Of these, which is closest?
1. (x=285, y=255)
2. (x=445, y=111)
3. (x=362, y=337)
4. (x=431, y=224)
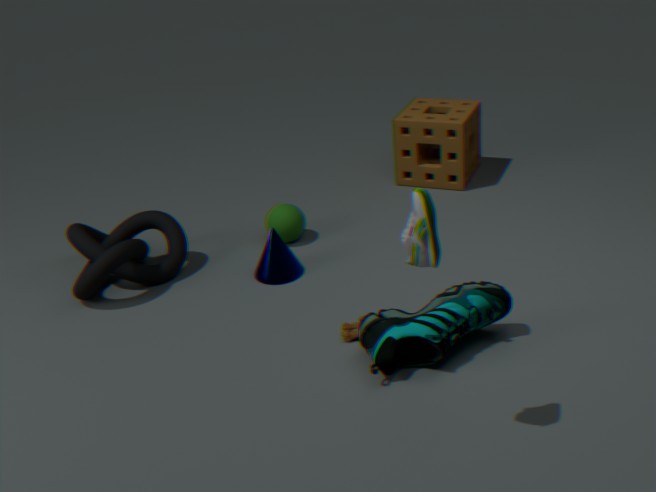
(x=431, y=224)
